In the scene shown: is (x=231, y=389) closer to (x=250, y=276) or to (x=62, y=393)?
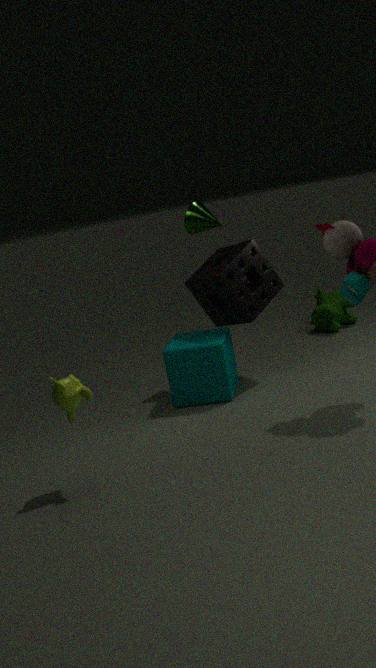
(x=250, y=276)
